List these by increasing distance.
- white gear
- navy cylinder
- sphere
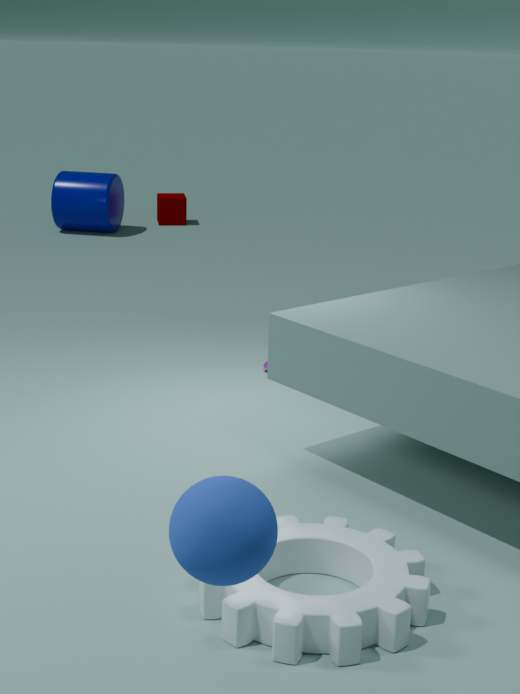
sphere < white gear < navy cylinder
